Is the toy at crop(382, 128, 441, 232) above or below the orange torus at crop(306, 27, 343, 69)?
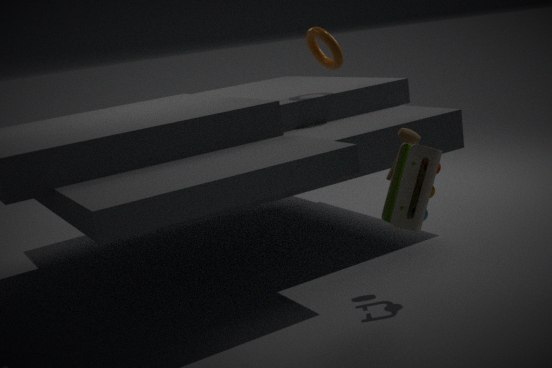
below
